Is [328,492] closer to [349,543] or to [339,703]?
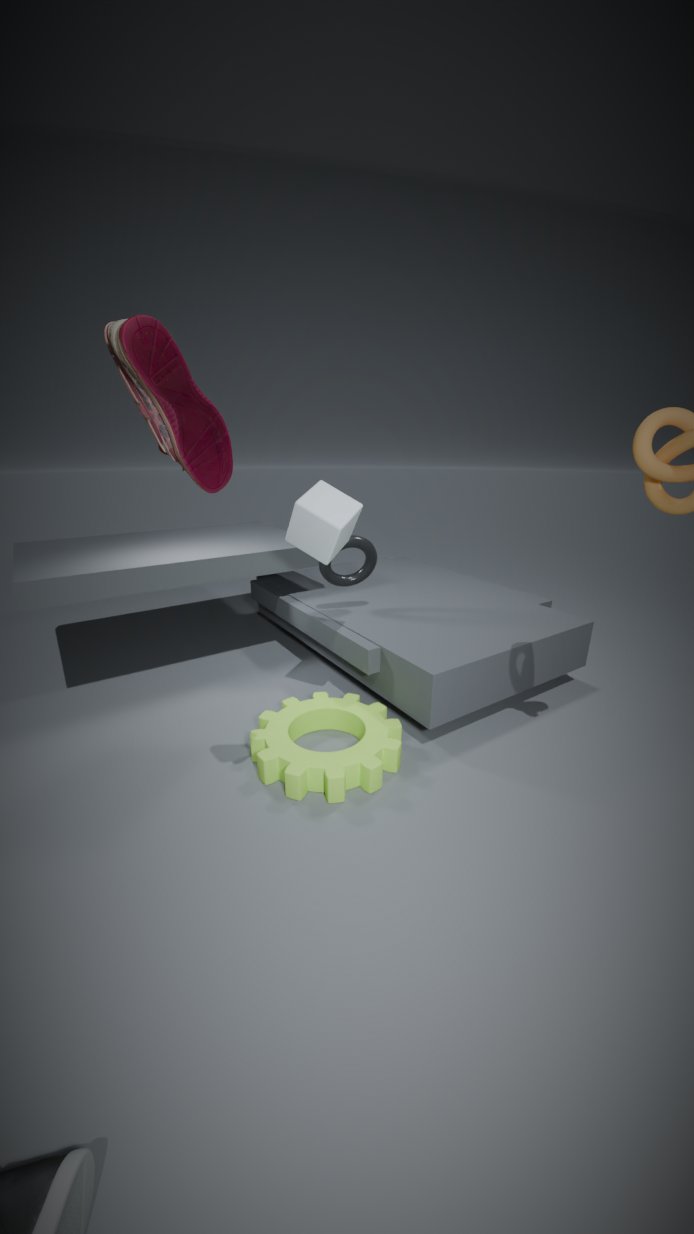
[349,543]
